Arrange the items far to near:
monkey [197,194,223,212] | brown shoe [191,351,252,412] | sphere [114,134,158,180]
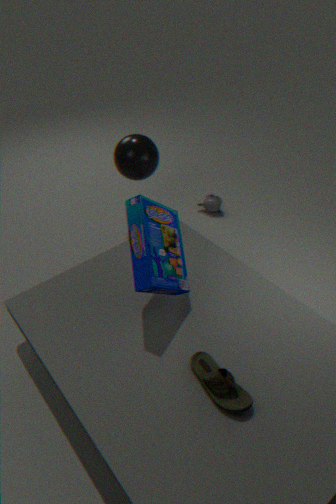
1. monkey [197,194,223,212]
2. sphere [114,134,158,180]
3. brown shoe [191,351,252,412]
